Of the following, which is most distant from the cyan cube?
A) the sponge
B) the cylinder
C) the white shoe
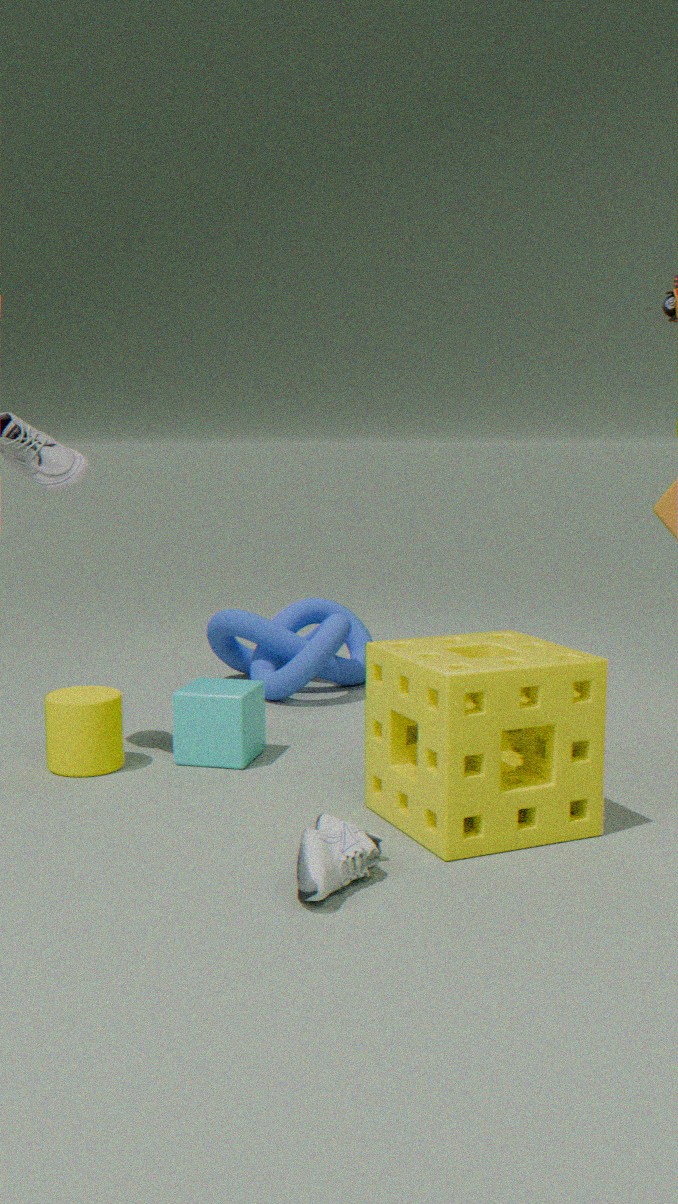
the white shoe
